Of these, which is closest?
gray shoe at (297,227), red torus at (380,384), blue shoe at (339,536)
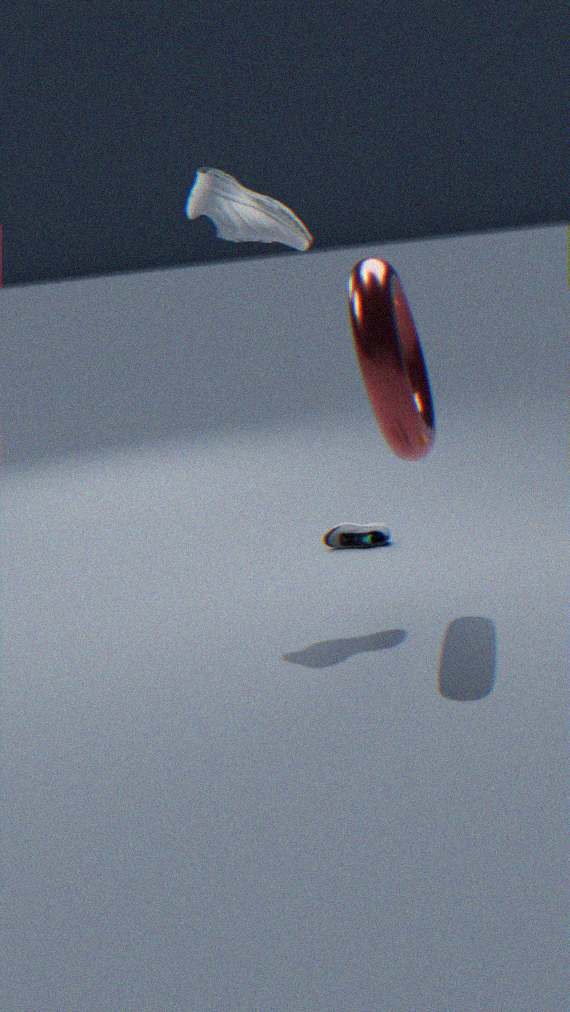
red torus at (380,384)
